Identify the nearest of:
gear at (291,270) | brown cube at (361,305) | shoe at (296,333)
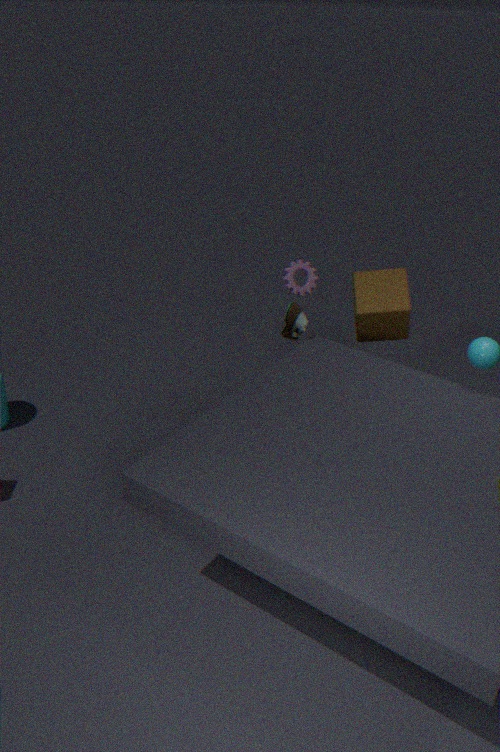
shoe at (296,333)
